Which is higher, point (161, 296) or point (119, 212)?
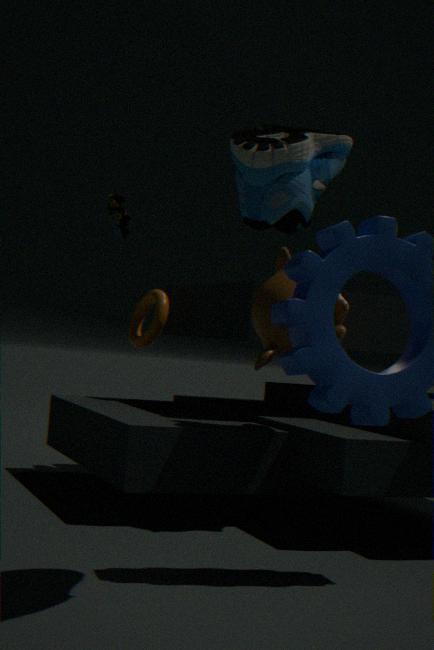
point (119, 212)
